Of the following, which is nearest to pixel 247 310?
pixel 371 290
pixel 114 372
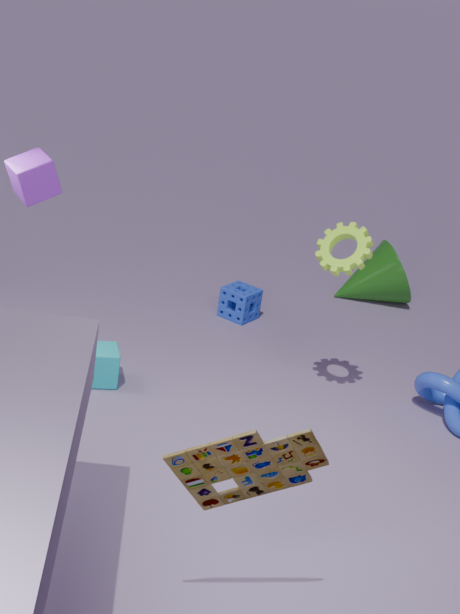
pixel 371 290
